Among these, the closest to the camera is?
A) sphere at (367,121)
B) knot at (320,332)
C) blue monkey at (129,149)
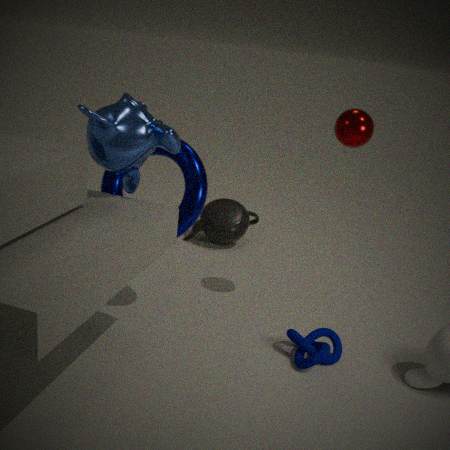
blue monkey at (129,149)
